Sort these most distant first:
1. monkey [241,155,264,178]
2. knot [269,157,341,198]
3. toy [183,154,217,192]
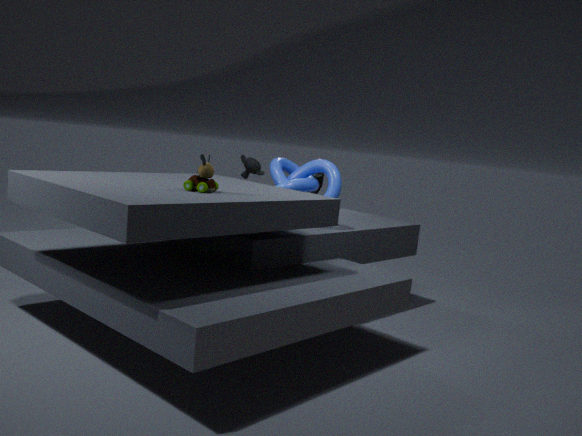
monkey [241,155,264,178]
knot [269,157,341,198]
toy [183,154,217,192]
